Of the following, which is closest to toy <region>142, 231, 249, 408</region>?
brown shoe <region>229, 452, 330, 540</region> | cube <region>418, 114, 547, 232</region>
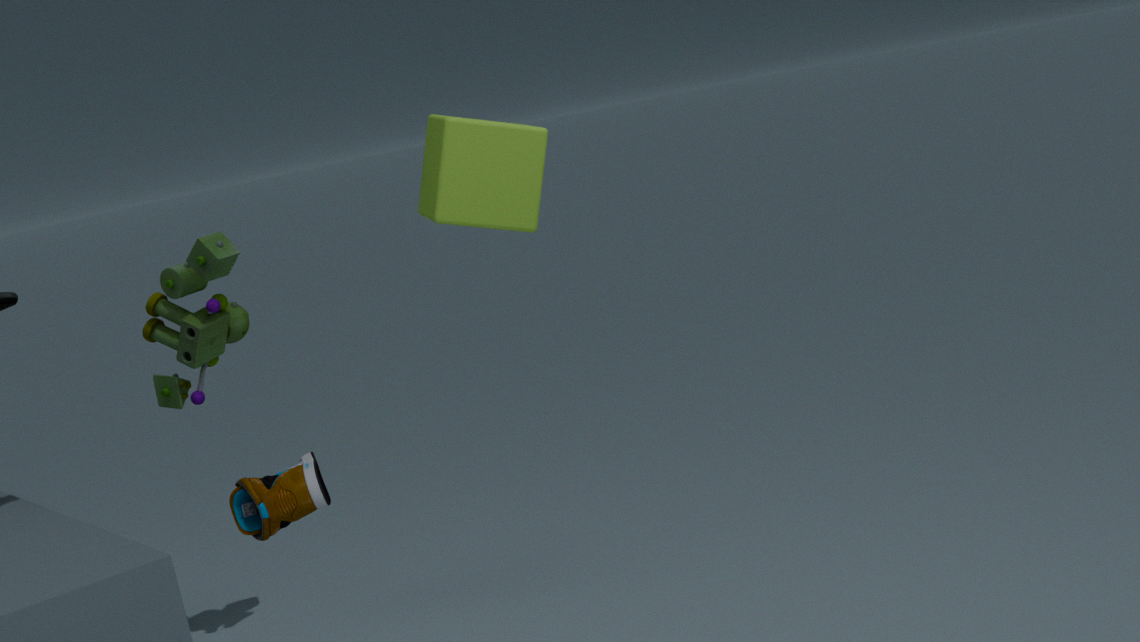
cube <region>418, 114, 547, 232</region>
